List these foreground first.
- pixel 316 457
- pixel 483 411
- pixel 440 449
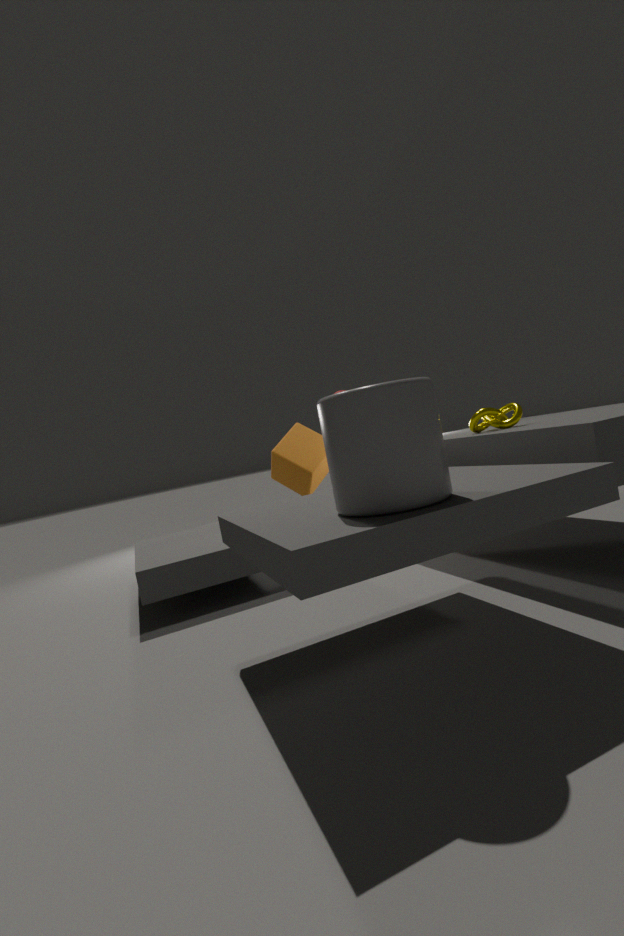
pixel 440 449 → pixel 483 411 → pixel 316 457
